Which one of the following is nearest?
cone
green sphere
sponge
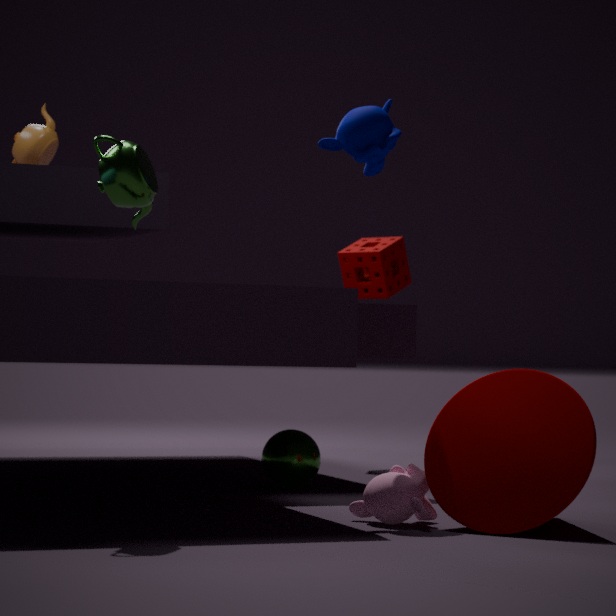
cone
